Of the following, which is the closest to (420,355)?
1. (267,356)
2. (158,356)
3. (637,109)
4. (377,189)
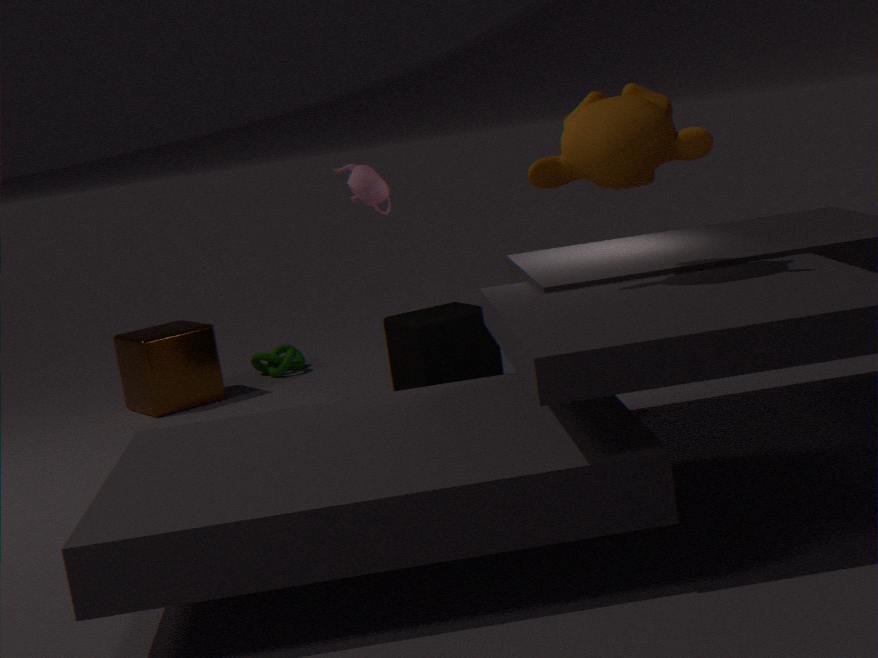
(377,189)
